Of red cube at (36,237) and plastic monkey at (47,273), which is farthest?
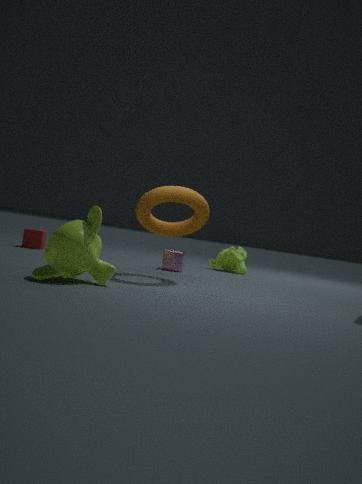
red cube at (36,237)
